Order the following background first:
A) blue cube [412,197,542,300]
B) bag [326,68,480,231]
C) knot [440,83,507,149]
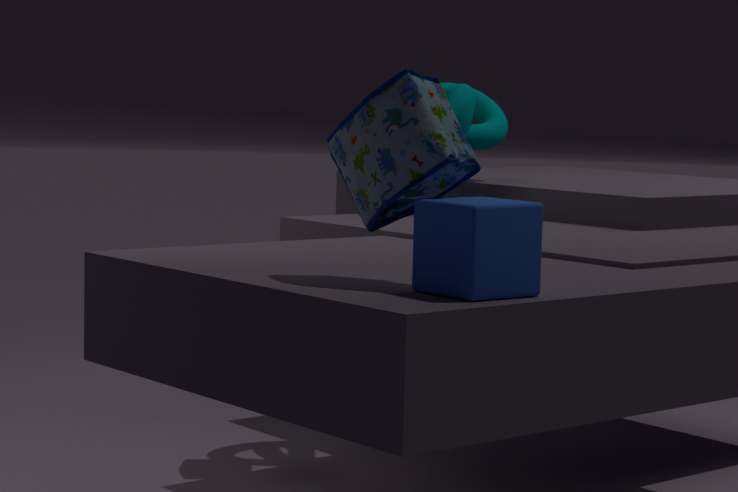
knot [440,83,507,149] → bag [326,68,480,231] → blue cube [412,197,542,300]
